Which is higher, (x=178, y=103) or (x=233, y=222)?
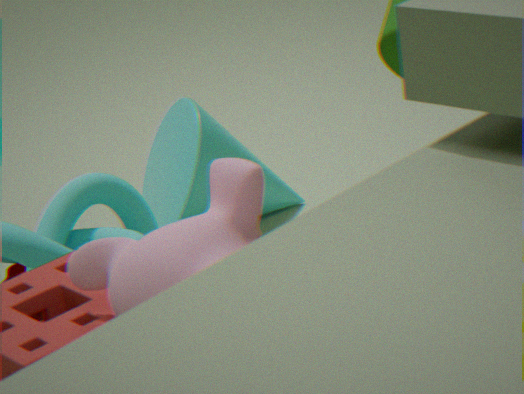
(x=233, y=222)
